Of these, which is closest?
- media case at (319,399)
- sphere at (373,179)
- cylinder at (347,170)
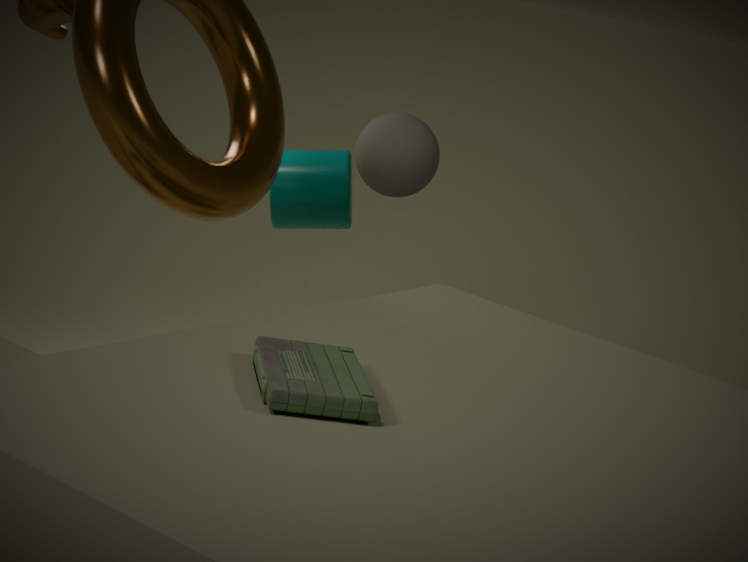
media case at (319,399)
